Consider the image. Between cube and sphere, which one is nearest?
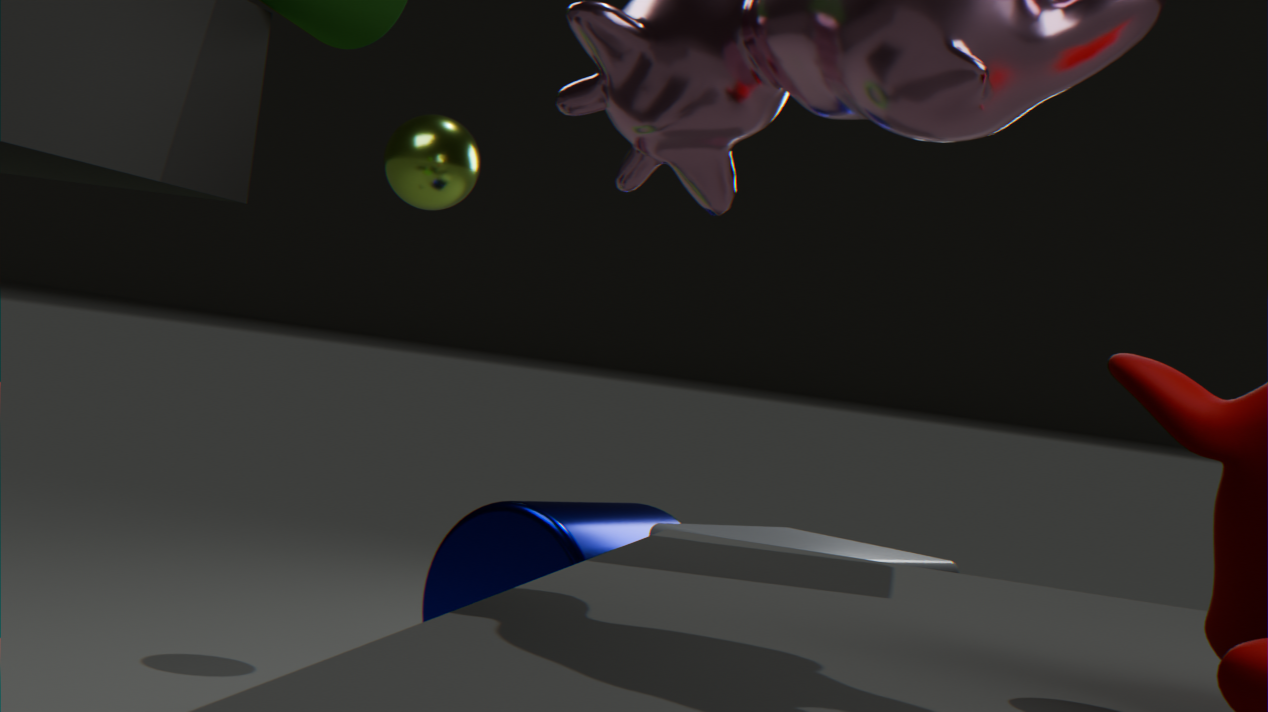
cube
